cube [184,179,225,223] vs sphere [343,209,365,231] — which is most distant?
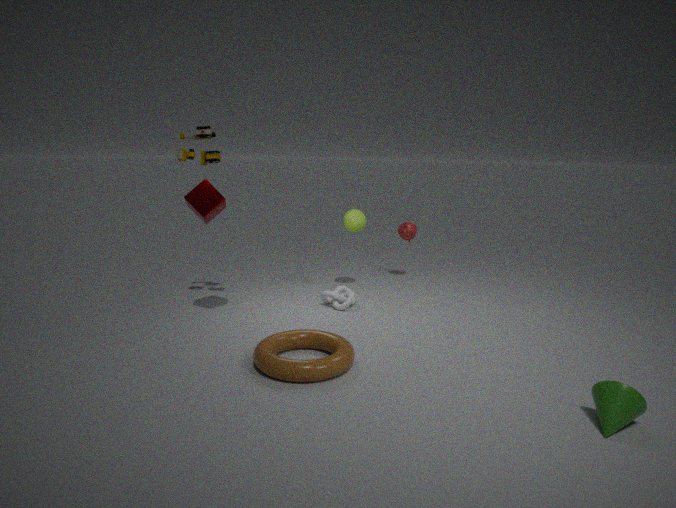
sphere [343,209,365,231]
